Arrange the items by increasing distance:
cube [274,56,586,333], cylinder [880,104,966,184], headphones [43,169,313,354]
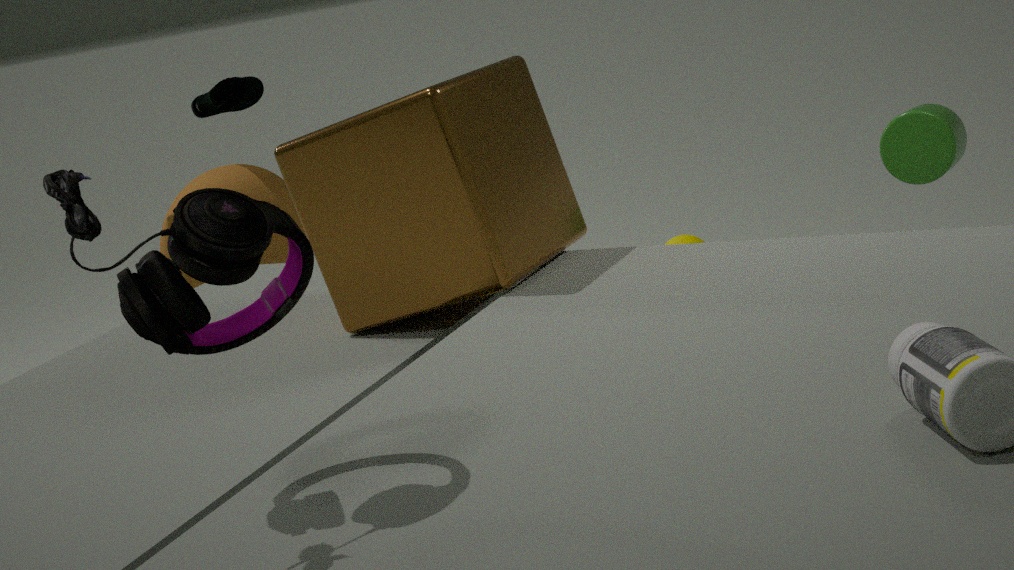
headphones [43,169,313,354] → cube [274,56,586,333] → cylinder [880,104,966,184]
